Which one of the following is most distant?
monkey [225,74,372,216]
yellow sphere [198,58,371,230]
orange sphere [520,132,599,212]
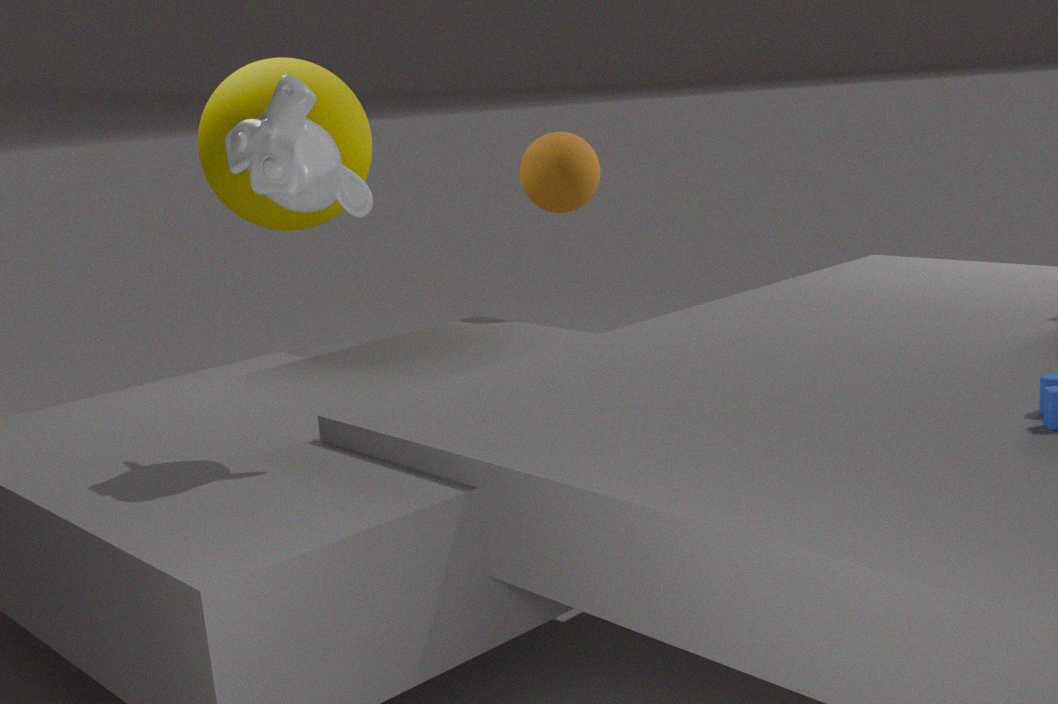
orange sphere [520,132,599,212]
